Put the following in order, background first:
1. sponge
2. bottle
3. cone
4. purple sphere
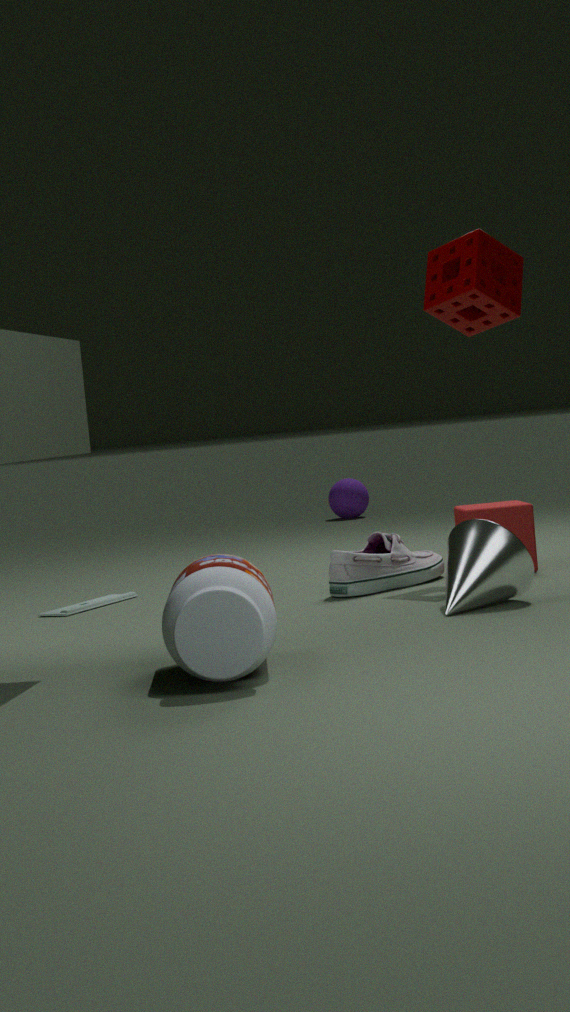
purple sphere < sponge < cone < bottle
